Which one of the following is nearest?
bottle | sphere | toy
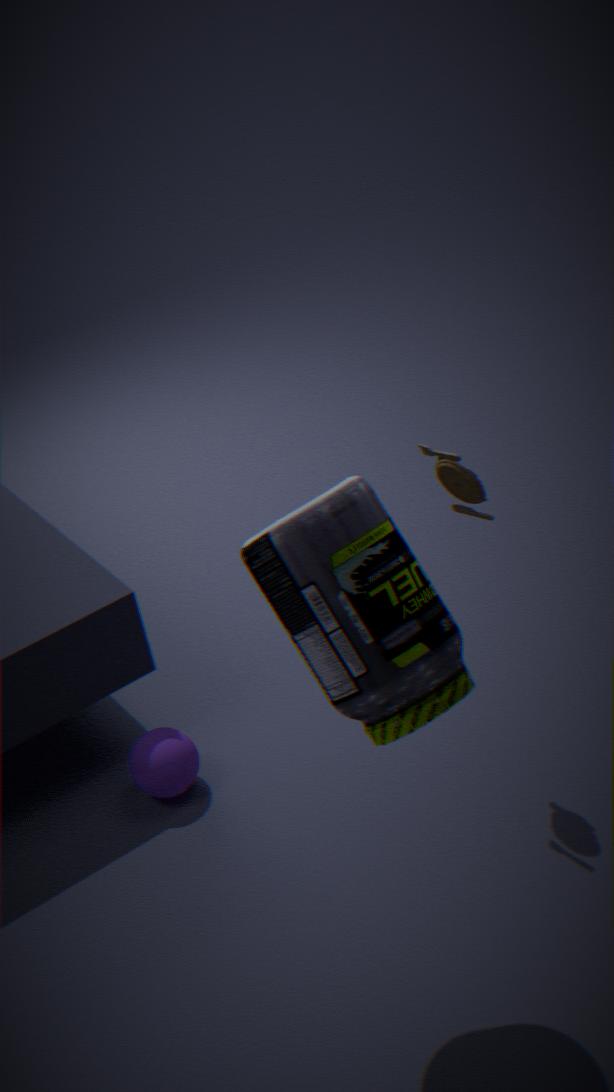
bottle
